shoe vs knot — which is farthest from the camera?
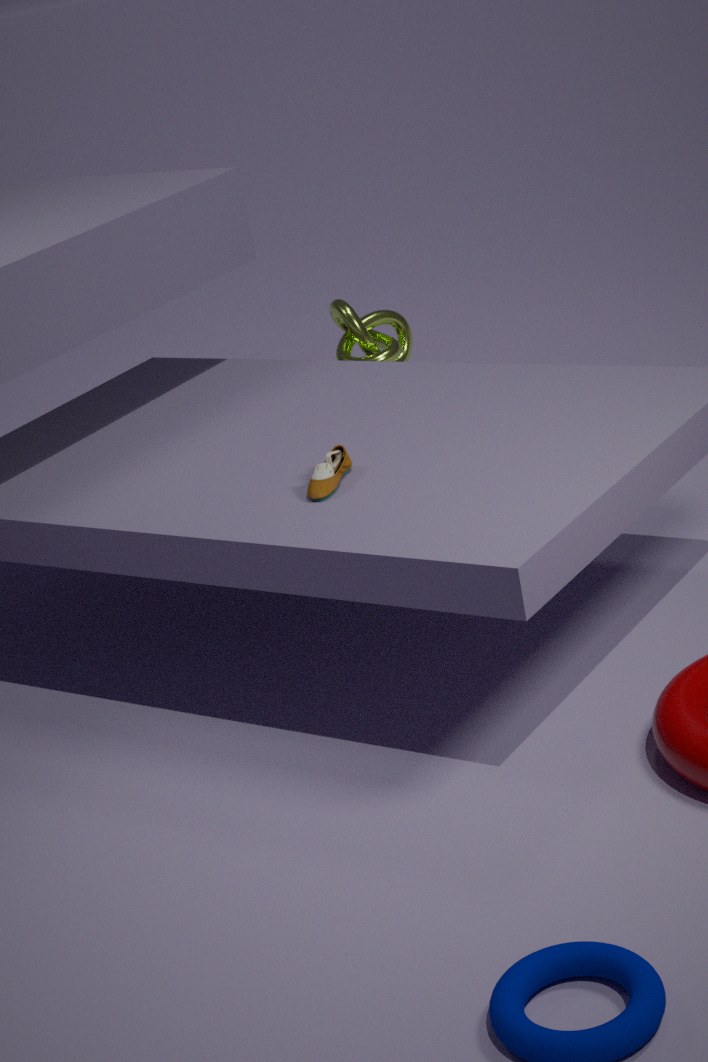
knot
